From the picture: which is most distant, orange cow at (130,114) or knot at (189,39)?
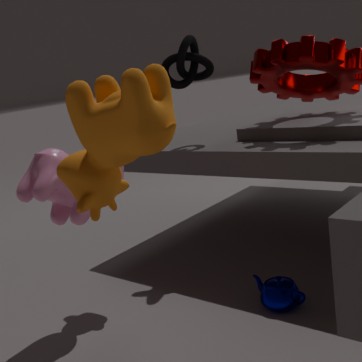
knot at (189,39)
